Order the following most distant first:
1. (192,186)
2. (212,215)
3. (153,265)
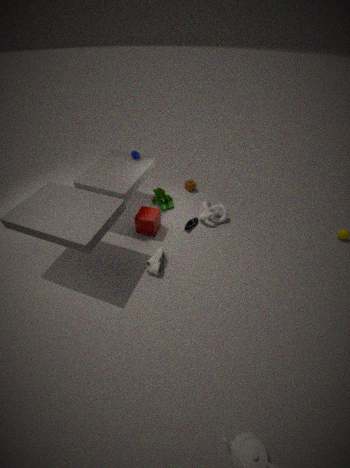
(192,186)
(212,215)
(153,265)
